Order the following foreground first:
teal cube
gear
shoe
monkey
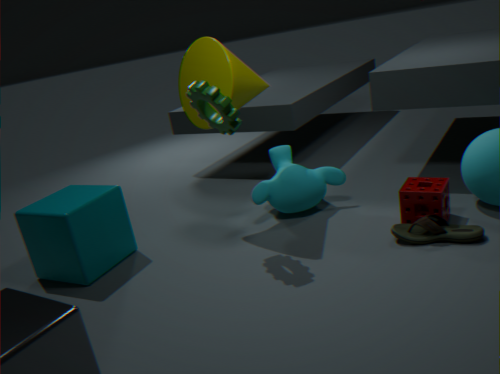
shoe → gear → teal cube → monkey
